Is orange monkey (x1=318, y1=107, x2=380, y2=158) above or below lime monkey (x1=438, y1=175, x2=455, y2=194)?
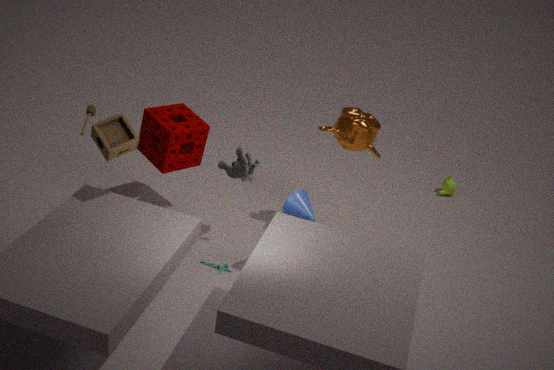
above
